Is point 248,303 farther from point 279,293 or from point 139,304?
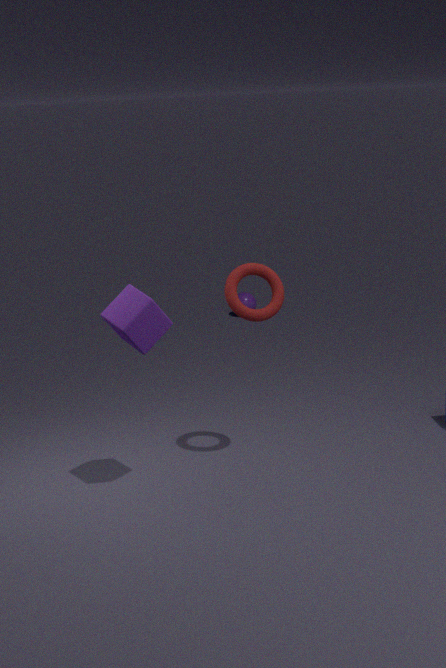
point 139,304
